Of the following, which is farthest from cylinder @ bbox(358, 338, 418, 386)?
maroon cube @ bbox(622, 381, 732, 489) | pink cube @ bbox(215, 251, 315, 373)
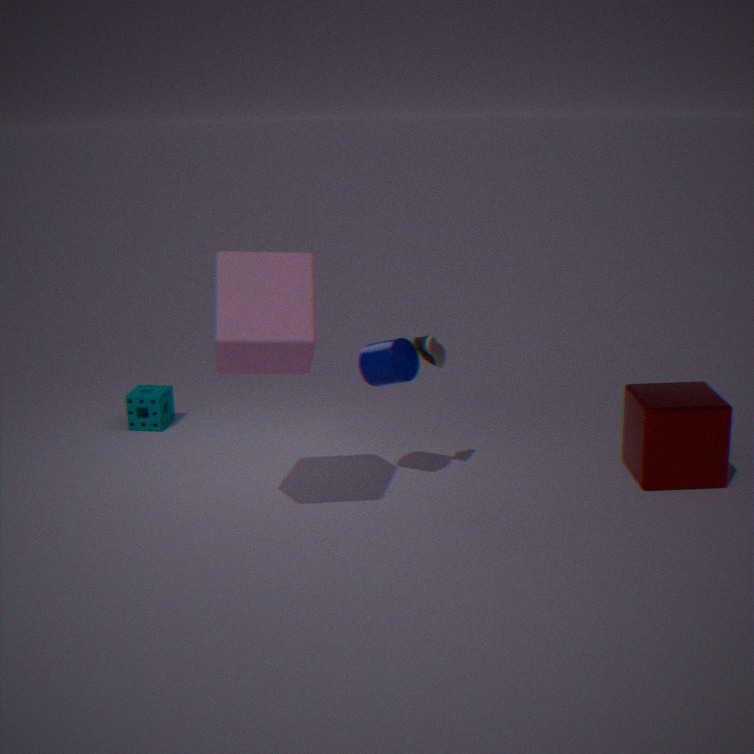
maroon cube @ bbox(622, 381, 732, 489)
